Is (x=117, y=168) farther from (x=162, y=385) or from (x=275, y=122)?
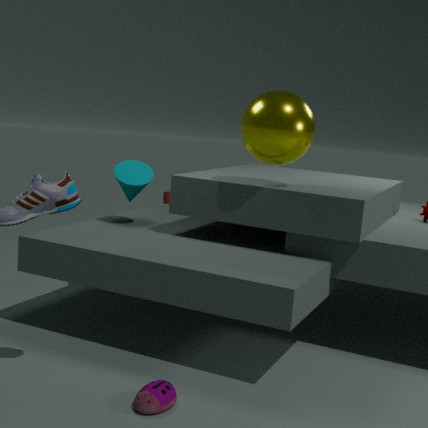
(x=162, y=385)
